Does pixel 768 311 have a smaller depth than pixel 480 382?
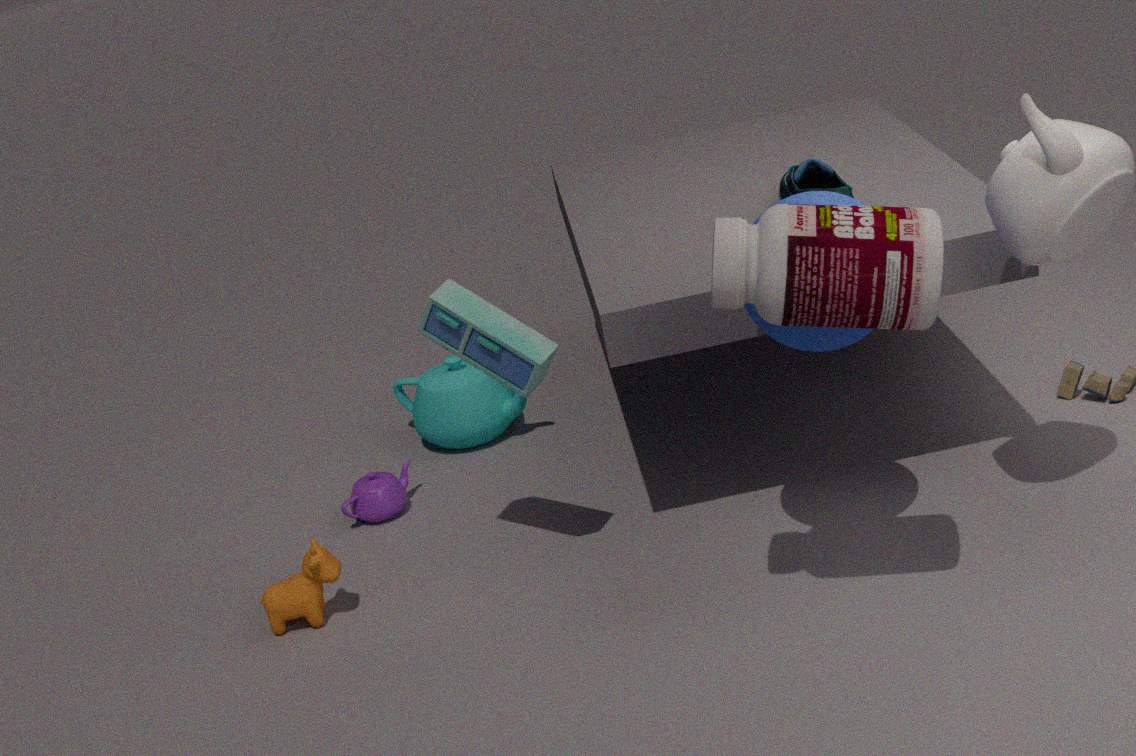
Yes
